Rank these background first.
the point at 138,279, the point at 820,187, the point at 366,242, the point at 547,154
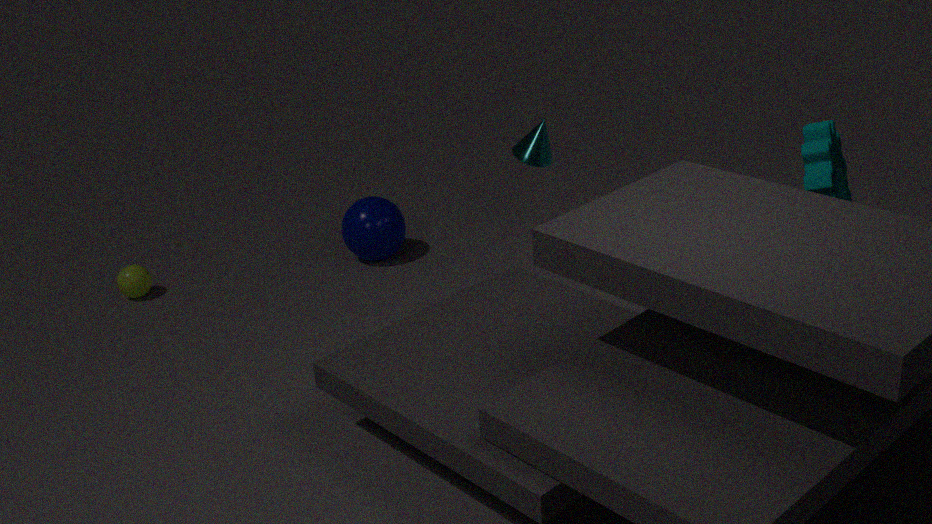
the point at 366,242 → the point at 138,279 → the point at 547,154 → the point at 820,187
